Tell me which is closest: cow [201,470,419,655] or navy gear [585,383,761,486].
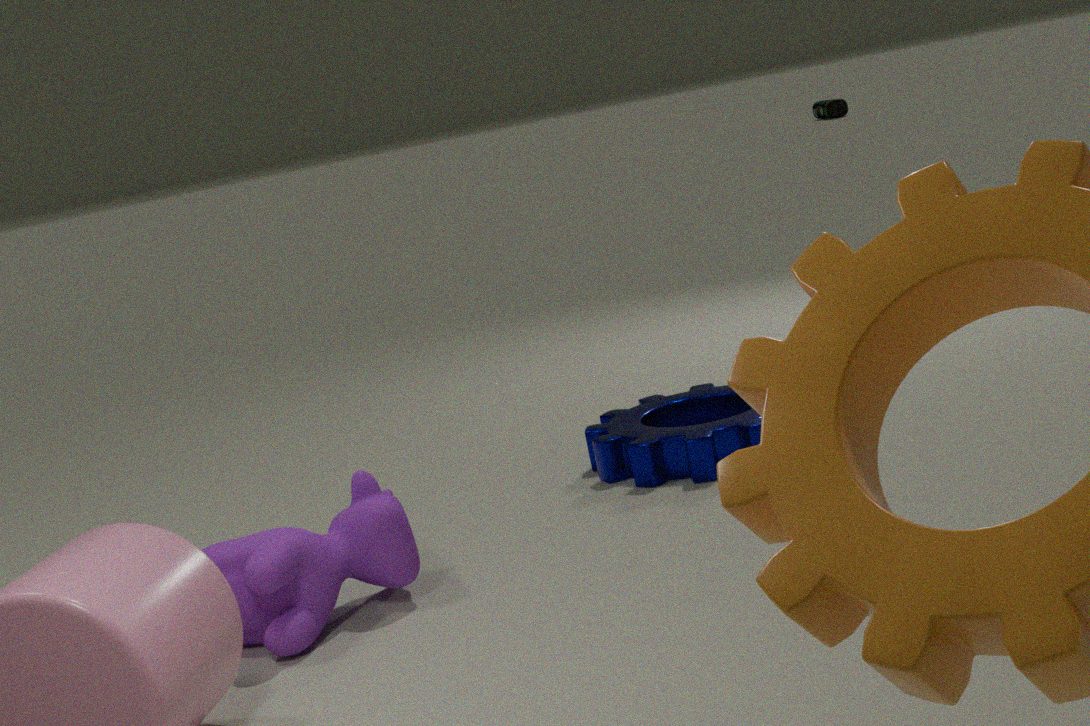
cow [201,470,419,655]
